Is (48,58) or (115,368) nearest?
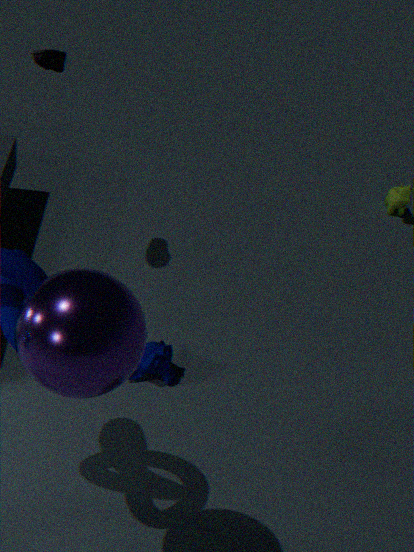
(115,368)
